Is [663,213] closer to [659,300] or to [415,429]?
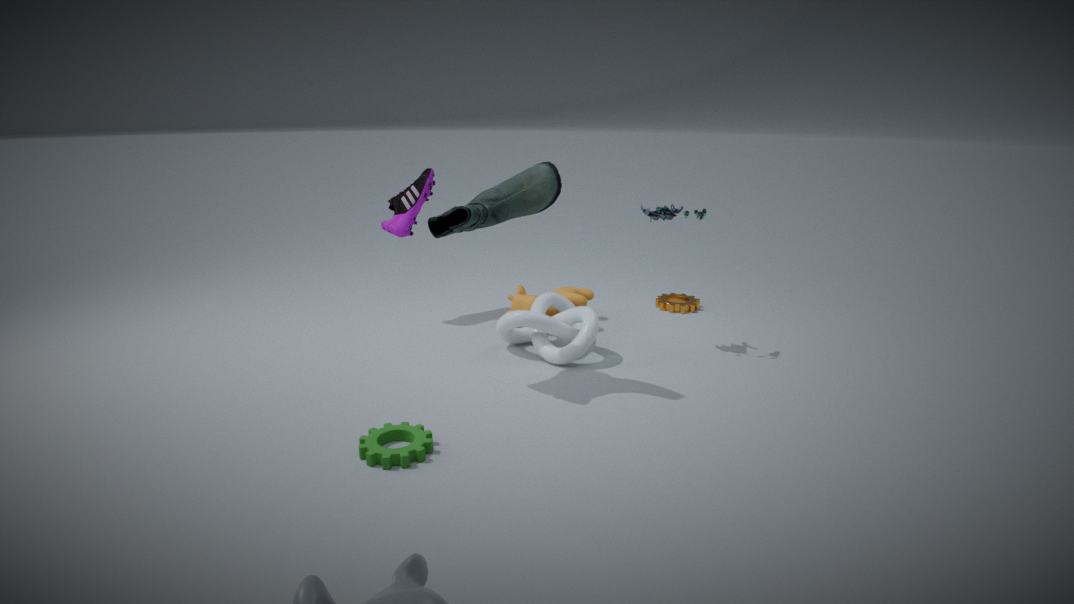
[659,300]
